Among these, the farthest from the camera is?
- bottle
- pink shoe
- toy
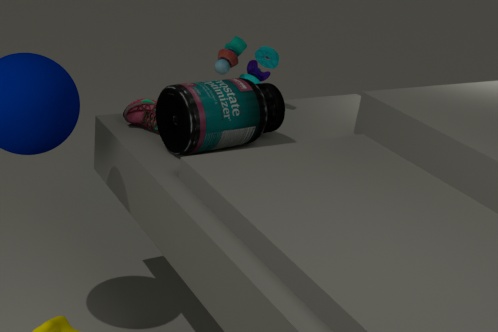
toy
